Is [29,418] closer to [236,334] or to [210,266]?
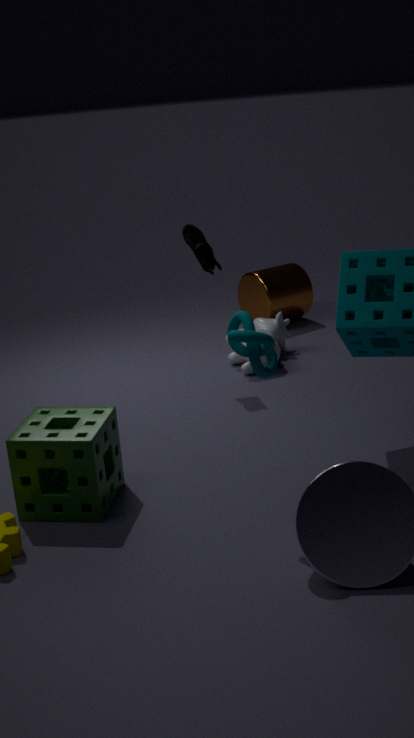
[236,334]
